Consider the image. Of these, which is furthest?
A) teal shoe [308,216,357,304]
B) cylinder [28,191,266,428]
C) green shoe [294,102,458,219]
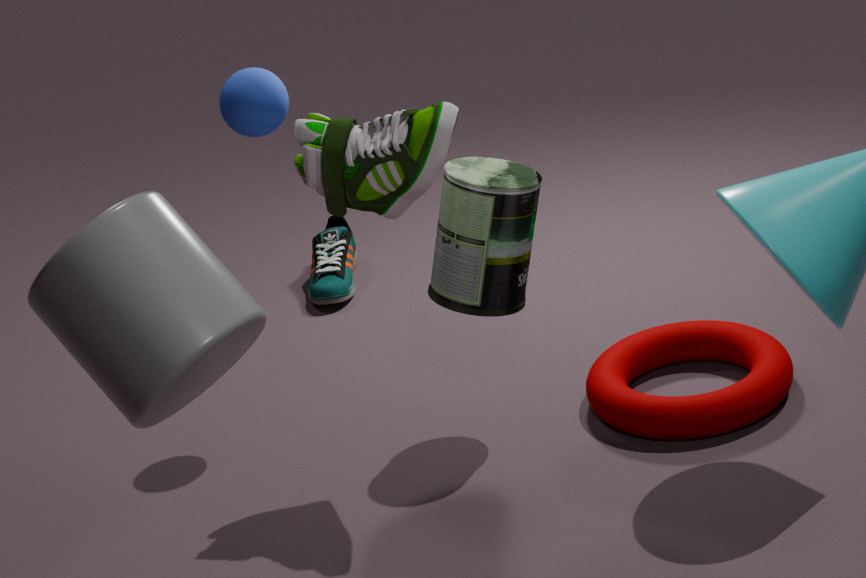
teal shoe [308,216,357,304]
